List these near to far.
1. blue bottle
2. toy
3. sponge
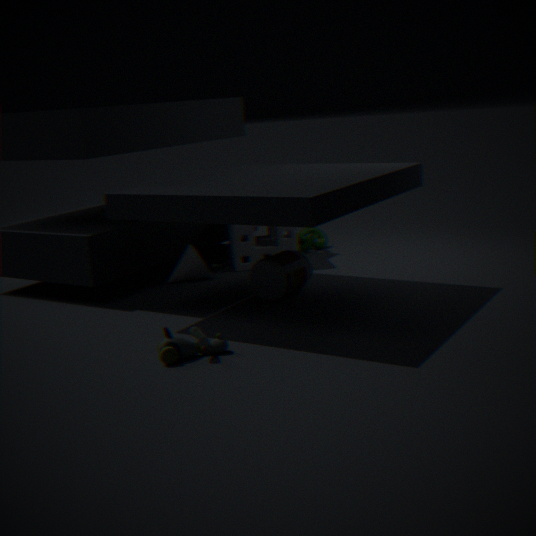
toy → blue bottle → sponge
